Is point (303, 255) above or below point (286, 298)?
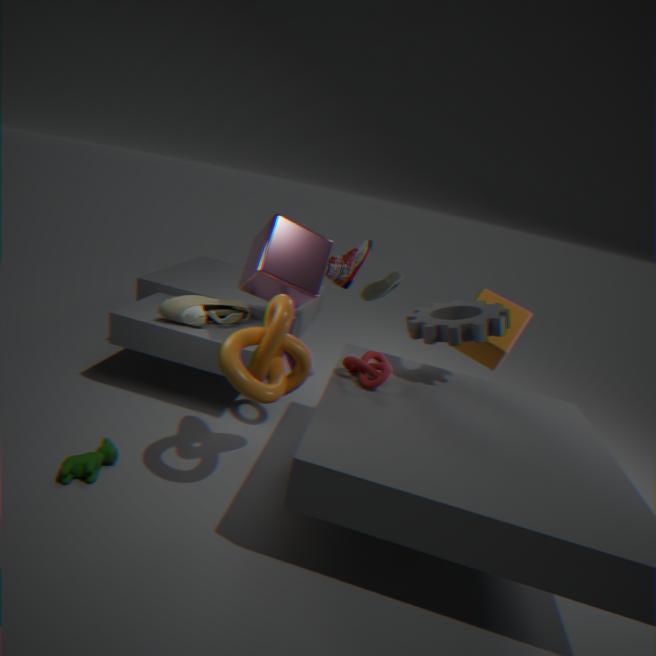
above
